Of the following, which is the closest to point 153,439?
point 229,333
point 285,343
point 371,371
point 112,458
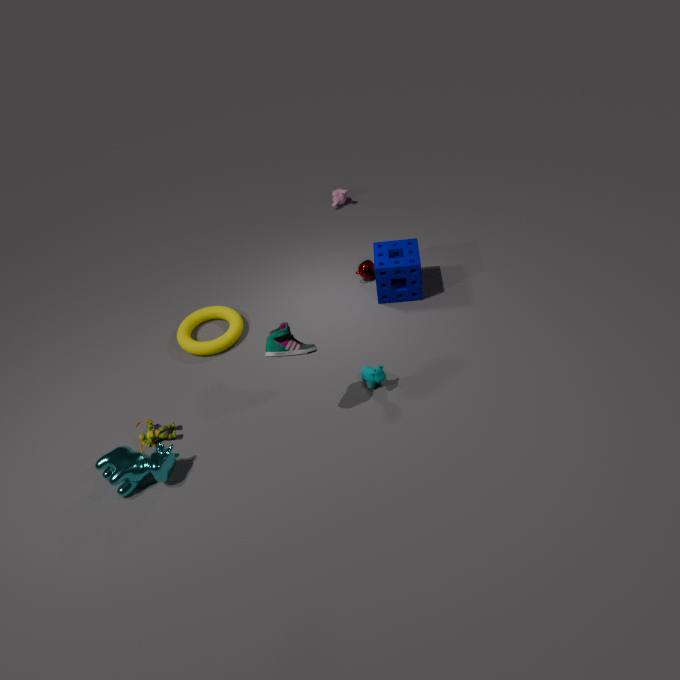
point 112,458
